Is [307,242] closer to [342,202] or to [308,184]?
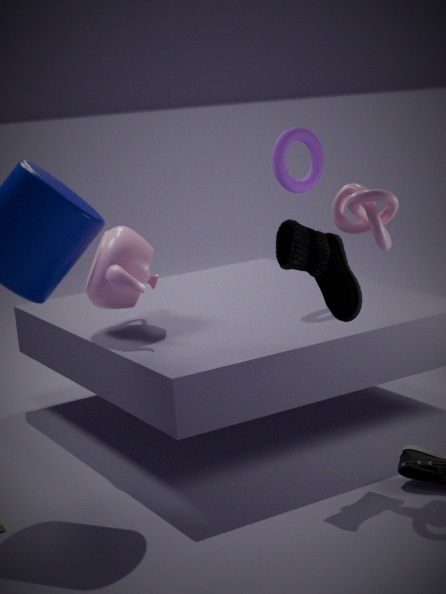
[342,202]
